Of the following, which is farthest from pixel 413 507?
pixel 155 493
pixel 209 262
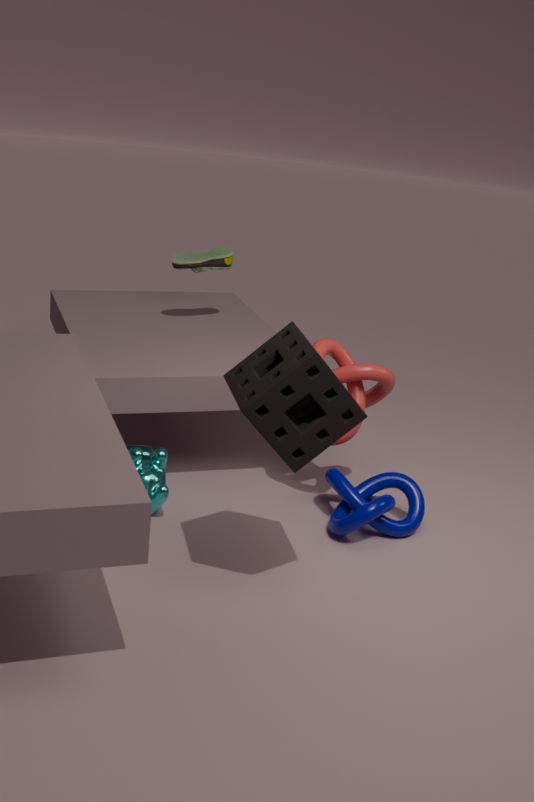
pixel 209 262
